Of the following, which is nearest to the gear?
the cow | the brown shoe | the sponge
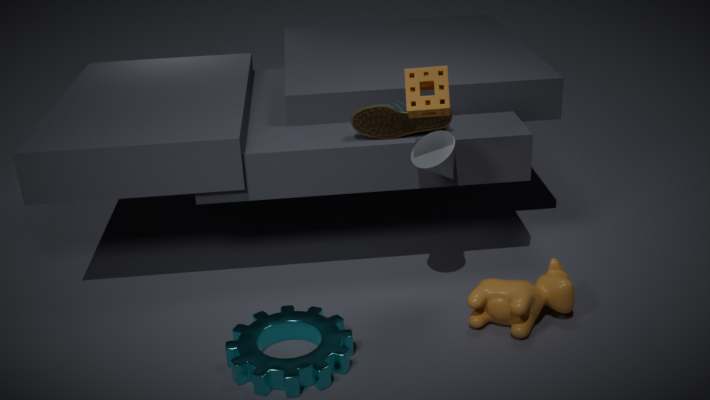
the cow
